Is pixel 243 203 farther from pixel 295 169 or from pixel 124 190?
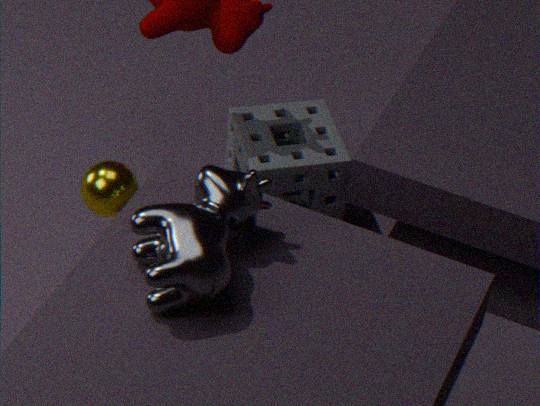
pixel 295 169
